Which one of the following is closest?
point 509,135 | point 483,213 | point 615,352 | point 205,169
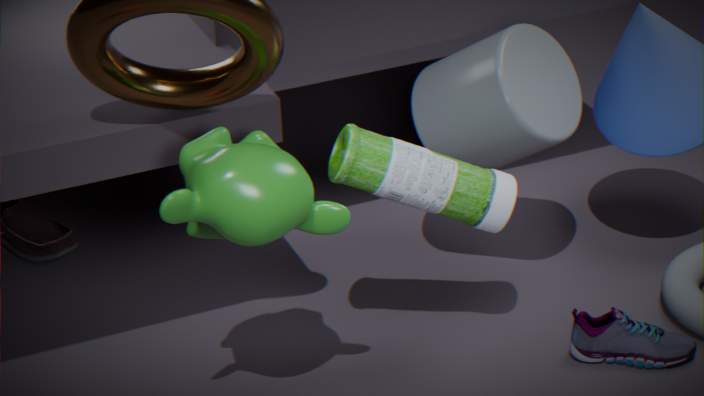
point 205,169
